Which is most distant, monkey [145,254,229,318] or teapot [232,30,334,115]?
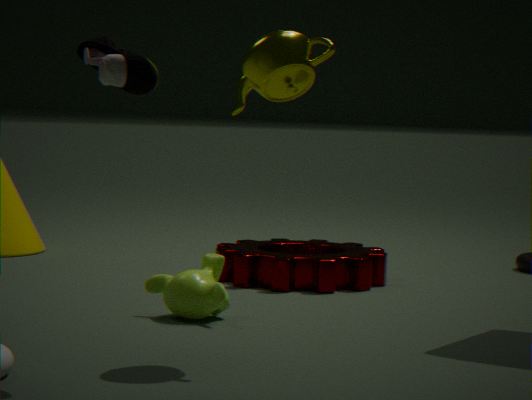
monkey [145,254,229,318]
